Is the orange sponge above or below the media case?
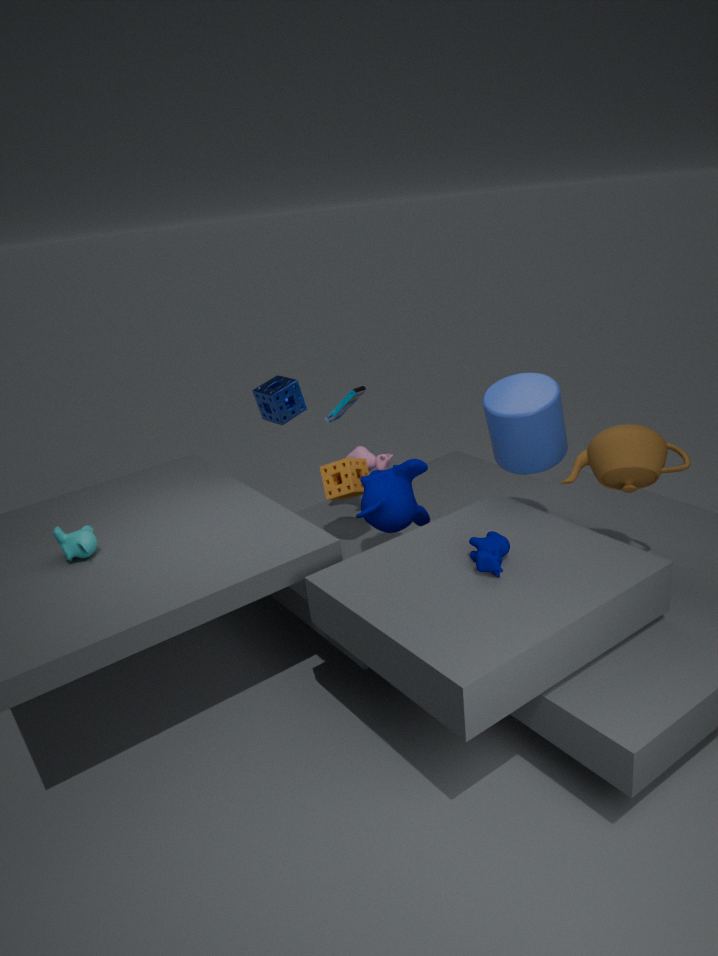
below
